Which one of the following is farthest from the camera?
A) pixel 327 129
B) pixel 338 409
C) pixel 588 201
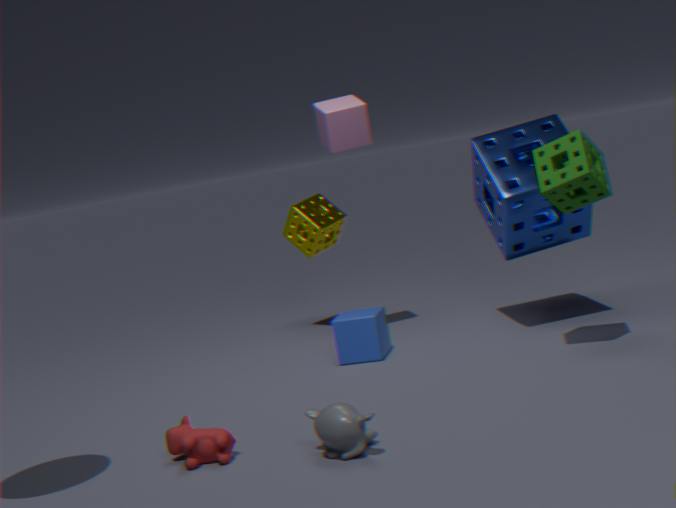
pixel 327 129
